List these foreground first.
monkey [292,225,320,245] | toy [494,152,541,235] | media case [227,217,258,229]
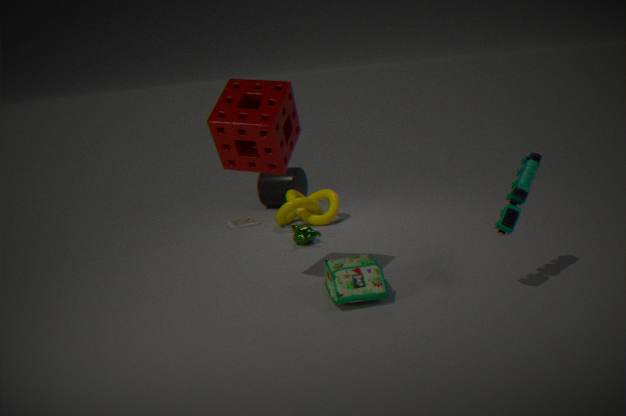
toy [494,152,541,235] < monkey [292,225,320,245] < media case [227,217,258,229]
